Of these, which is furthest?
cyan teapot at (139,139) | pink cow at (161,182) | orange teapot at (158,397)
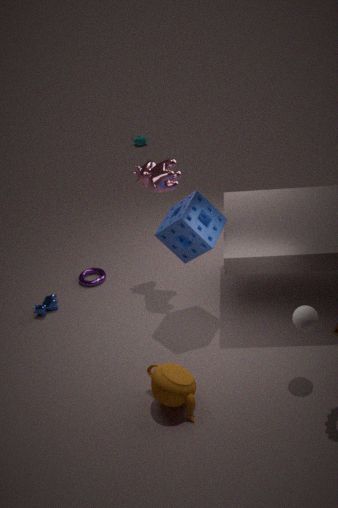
cyan teapot at (139,139)
